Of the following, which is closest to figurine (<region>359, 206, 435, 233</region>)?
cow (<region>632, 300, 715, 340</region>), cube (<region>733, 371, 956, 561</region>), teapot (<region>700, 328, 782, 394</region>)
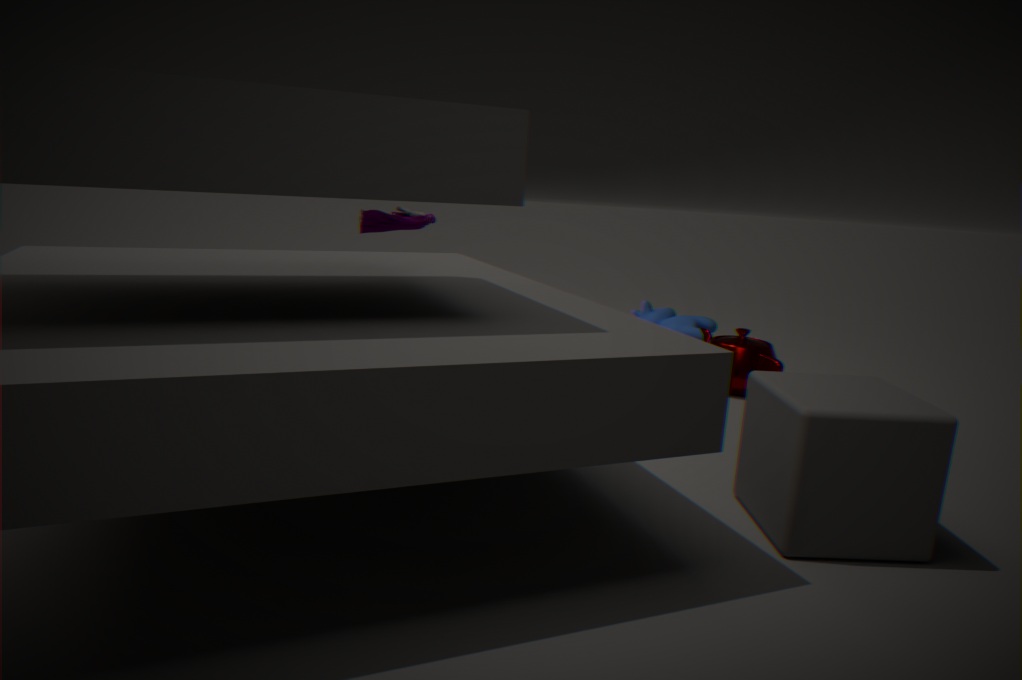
cow (<region>632, 300, 715, 340</region>)
